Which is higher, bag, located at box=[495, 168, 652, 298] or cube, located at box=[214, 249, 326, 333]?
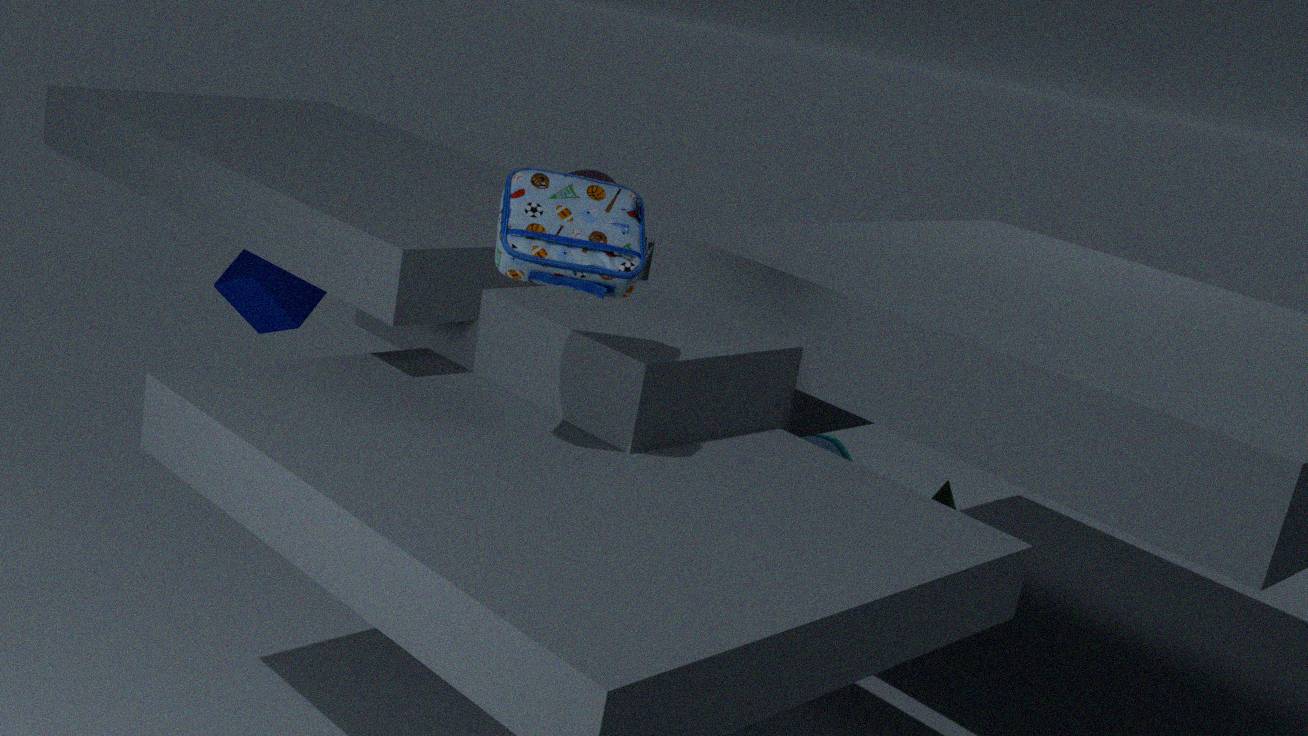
bag, located at box=[495, 168, 652, 298]
